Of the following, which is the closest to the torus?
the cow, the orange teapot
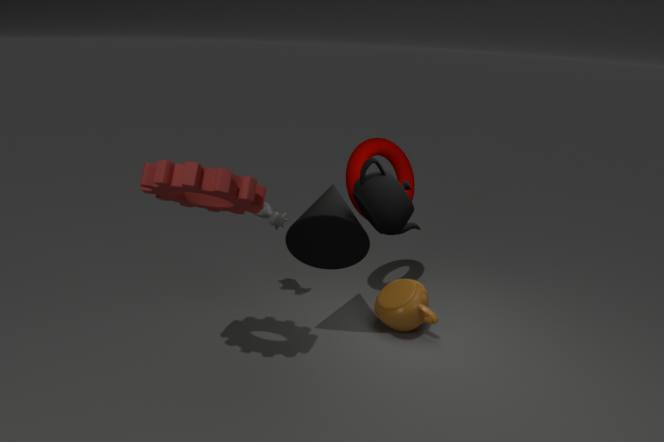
the orange teapot
